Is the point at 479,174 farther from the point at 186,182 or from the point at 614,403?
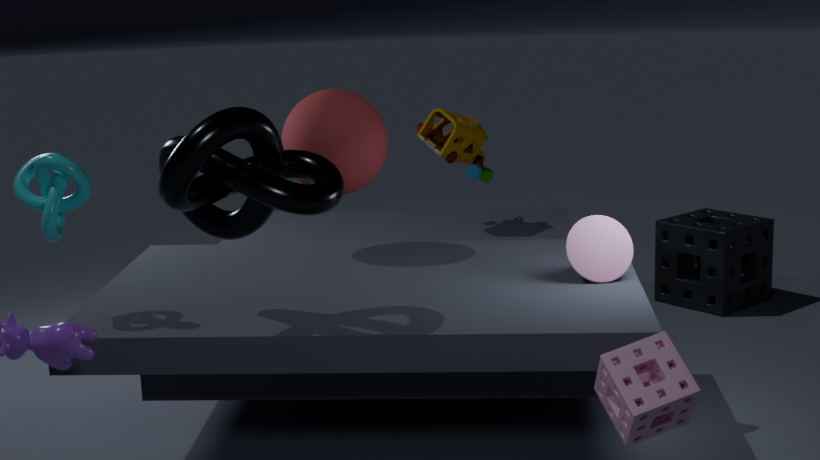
the point at 614,403
